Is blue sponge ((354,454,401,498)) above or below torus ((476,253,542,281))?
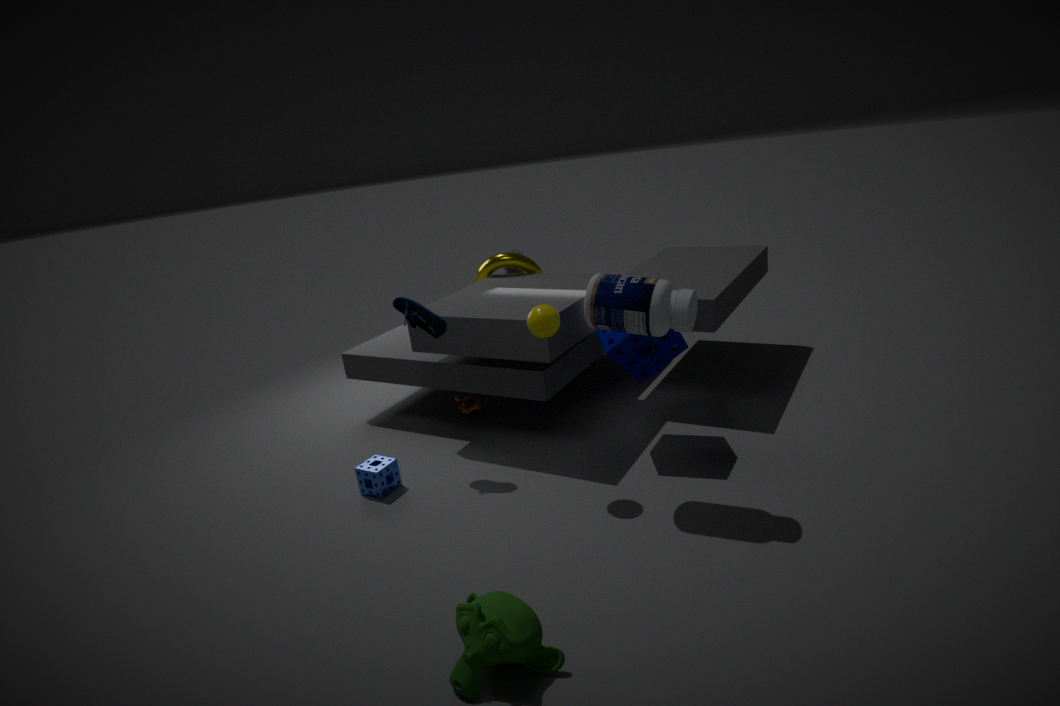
below
